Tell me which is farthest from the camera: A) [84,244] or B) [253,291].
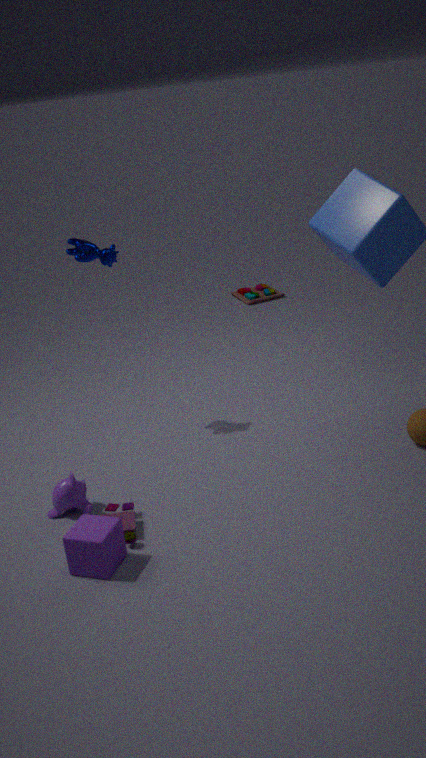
B. [253,291]
